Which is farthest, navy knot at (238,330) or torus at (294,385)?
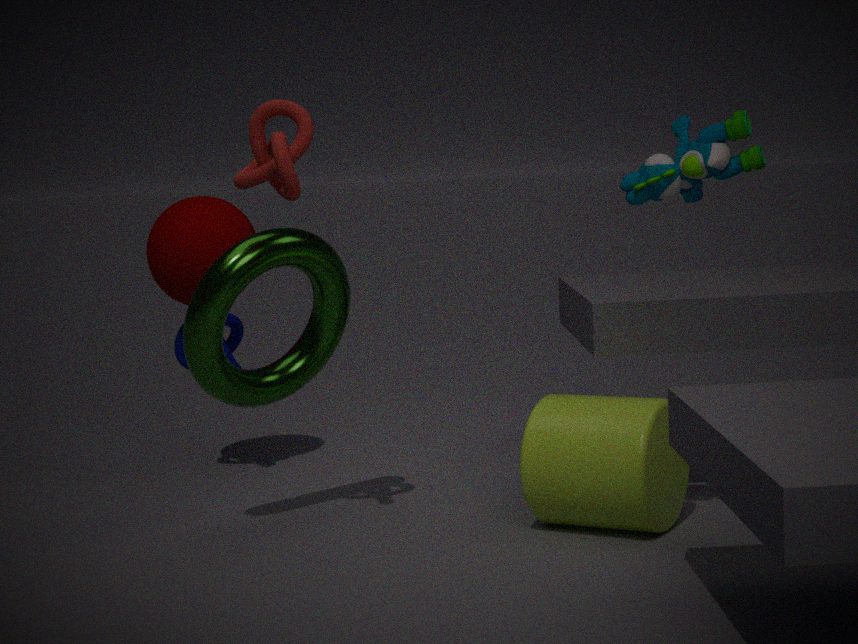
navy knot at (238,330)
